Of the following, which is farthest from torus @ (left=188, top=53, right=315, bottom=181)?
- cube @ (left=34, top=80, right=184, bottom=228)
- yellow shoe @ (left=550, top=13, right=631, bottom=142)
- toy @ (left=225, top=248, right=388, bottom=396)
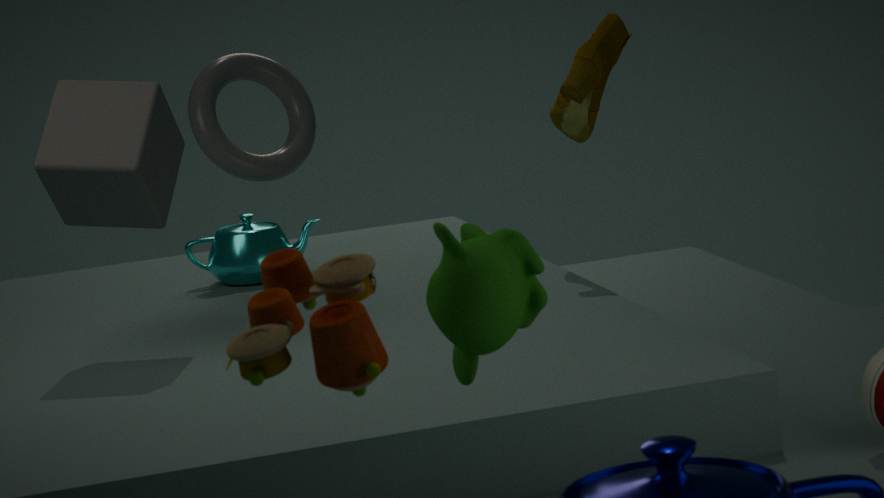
toy @ (left=225, top=248, right=388, bottom=396)
